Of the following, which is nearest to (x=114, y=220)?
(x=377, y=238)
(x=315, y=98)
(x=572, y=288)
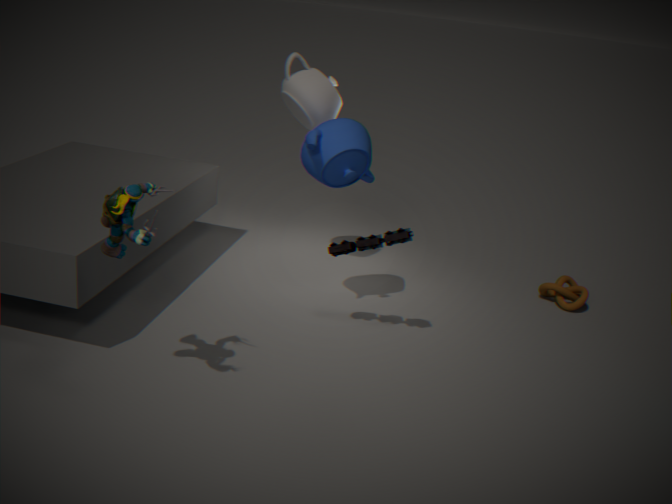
(x=377, y=238)
